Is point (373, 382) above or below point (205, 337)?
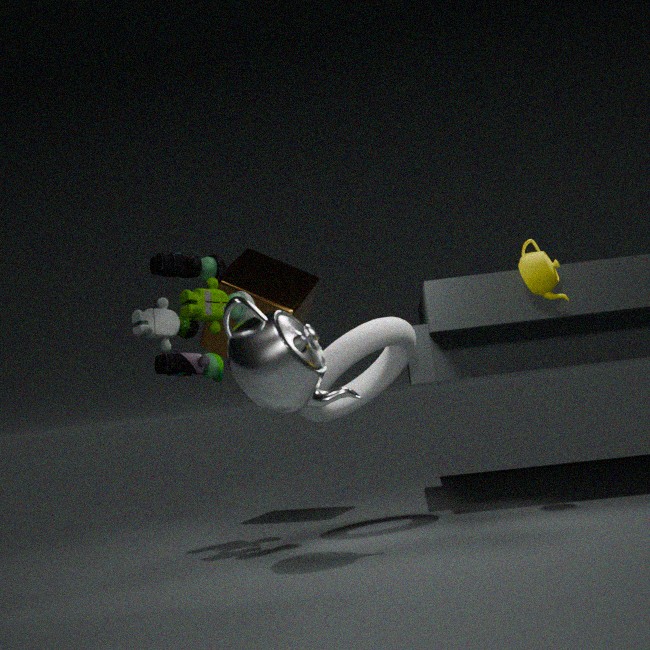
below
